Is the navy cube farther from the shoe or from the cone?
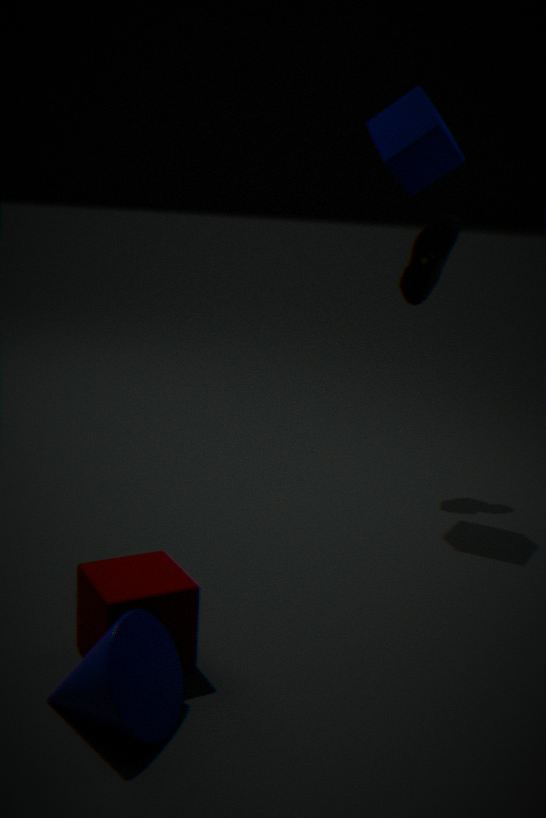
the cone
